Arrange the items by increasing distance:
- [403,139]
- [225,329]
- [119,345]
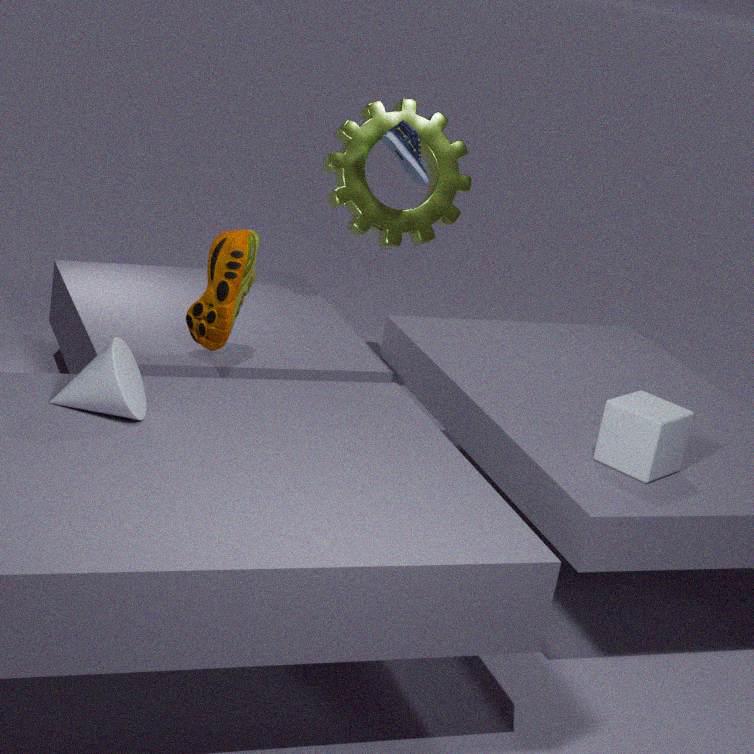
[119,345] → [225,329] → [403,139]
